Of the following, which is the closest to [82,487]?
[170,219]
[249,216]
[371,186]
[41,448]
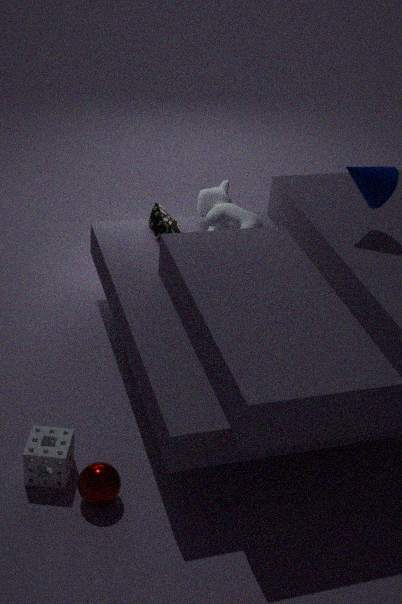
[41,448]
